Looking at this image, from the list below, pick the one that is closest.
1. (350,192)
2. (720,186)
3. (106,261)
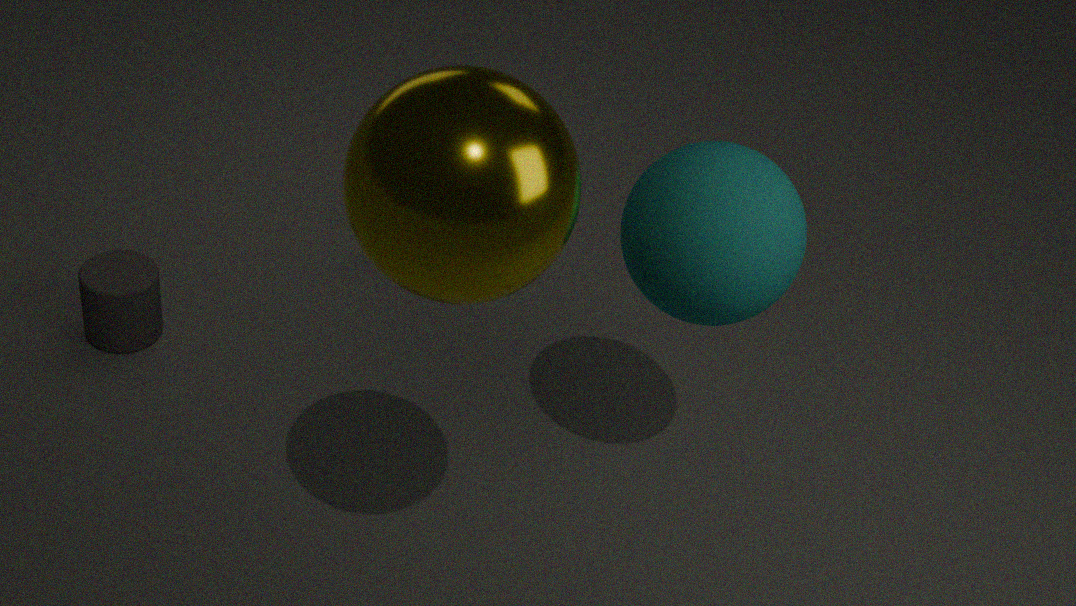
(350,192)
